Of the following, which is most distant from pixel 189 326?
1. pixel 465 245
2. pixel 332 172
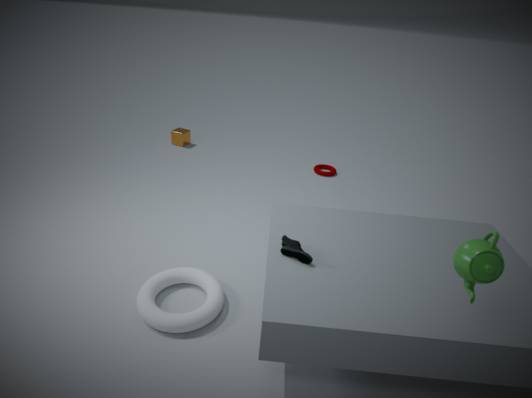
pixel 332 172
